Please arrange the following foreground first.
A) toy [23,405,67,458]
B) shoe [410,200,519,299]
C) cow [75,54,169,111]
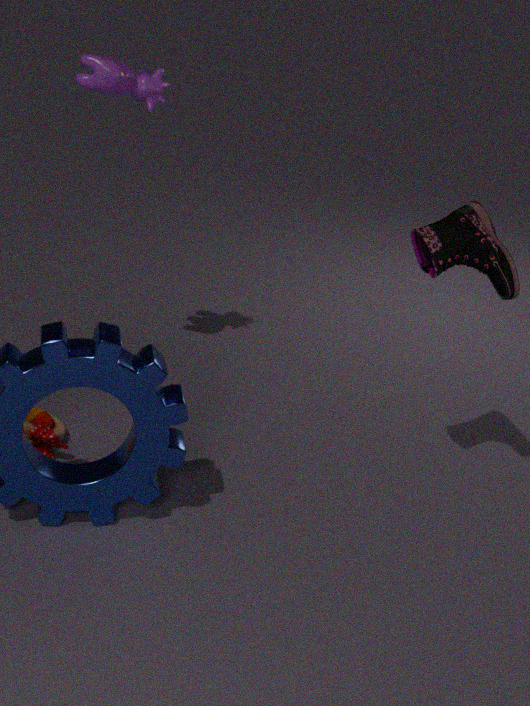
1. shoe [410,200,519,299]
2. cow [75,54,169,111]
3. toy [23,405,67,458]
